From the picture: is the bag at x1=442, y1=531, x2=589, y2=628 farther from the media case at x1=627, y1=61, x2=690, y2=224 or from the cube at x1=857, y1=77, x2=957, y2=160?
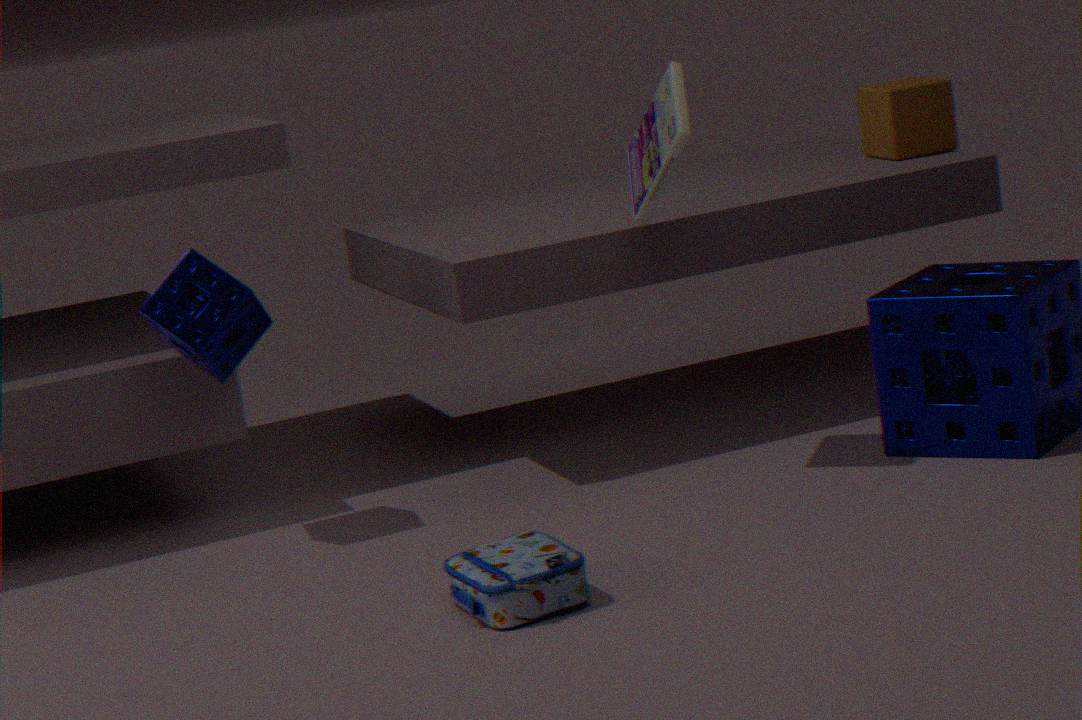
the cube at x1=857, y1=77, x2=957, y2=160
